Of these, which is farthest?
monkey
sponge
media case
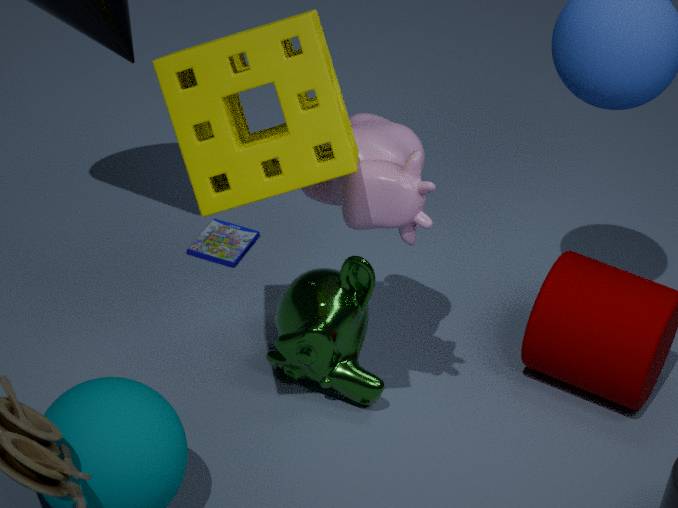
media case
